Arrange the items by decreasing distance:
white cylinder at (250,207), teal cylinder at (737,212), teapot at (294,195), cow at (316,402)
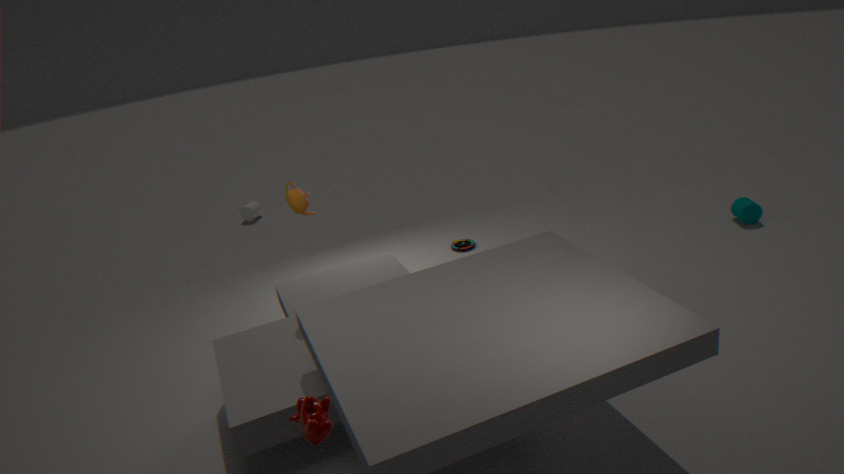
1. white cylinder at (250,207)
2. teal cylinder at (737,212)
3. teapot at (294,195)
4. cow at (316,402)
